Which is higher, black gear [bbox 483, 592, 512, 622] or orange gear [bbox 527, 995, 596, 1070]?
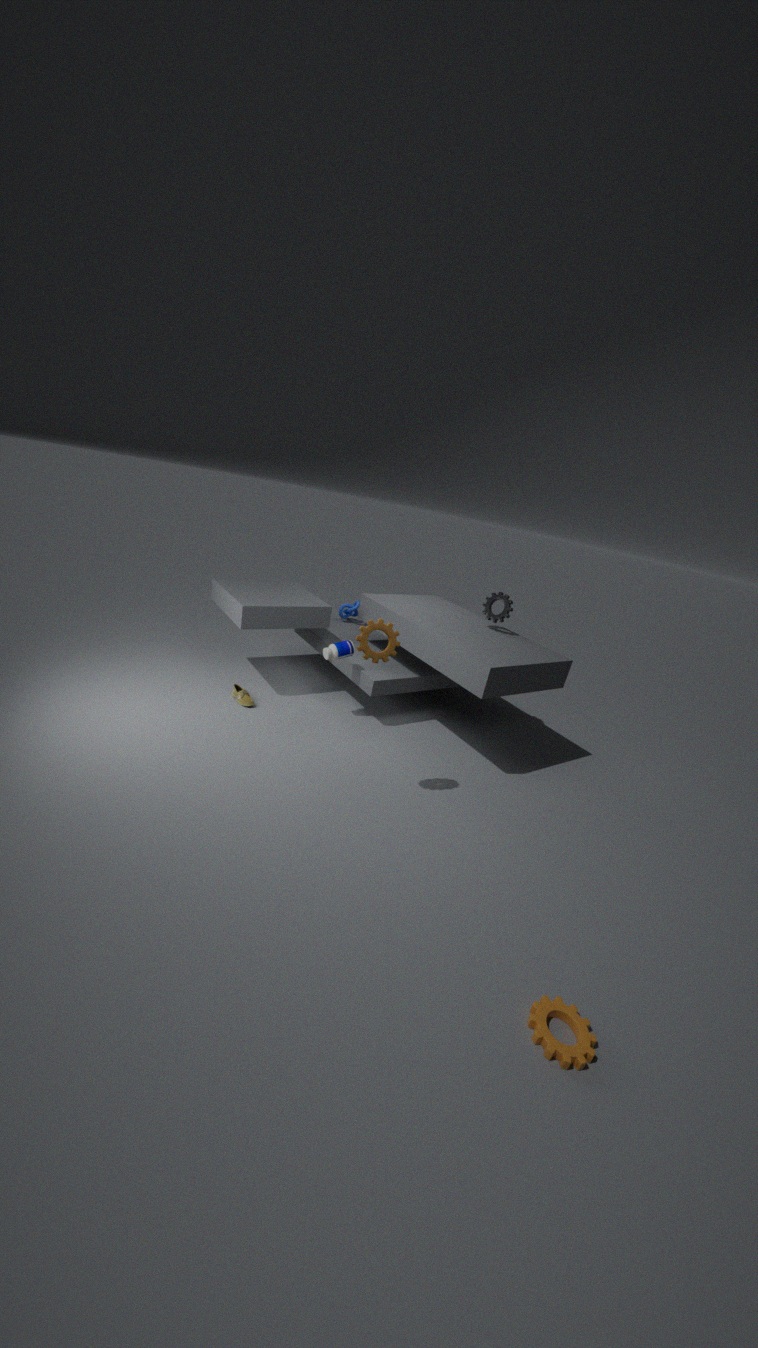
black gear [bbox 483, 592, 512, 622]
